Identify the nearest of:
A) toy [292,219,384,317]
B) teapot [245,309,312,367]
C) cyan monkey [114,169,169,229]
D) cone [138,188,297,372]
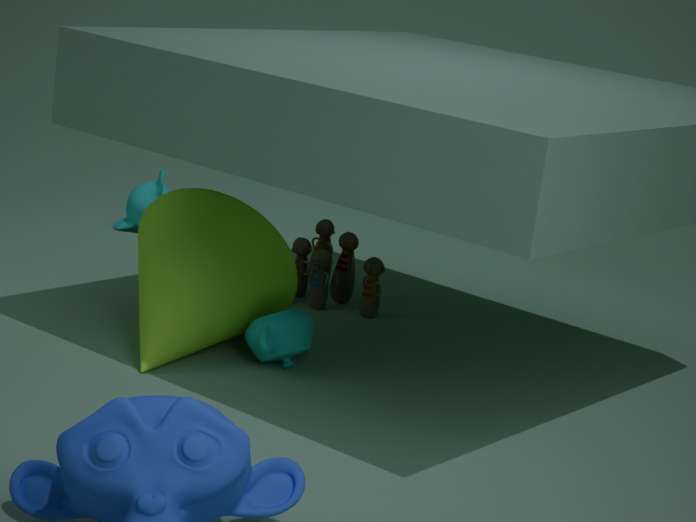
cone [138,188,297,372]
